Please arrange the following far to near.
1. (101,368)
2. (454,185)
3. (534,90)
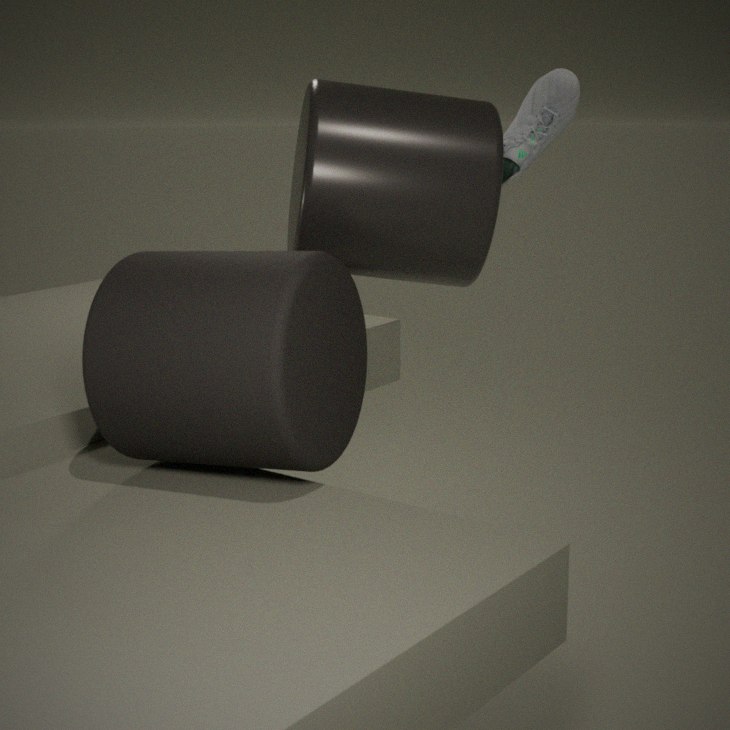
(534,90)
(454,185)
(101,368)
